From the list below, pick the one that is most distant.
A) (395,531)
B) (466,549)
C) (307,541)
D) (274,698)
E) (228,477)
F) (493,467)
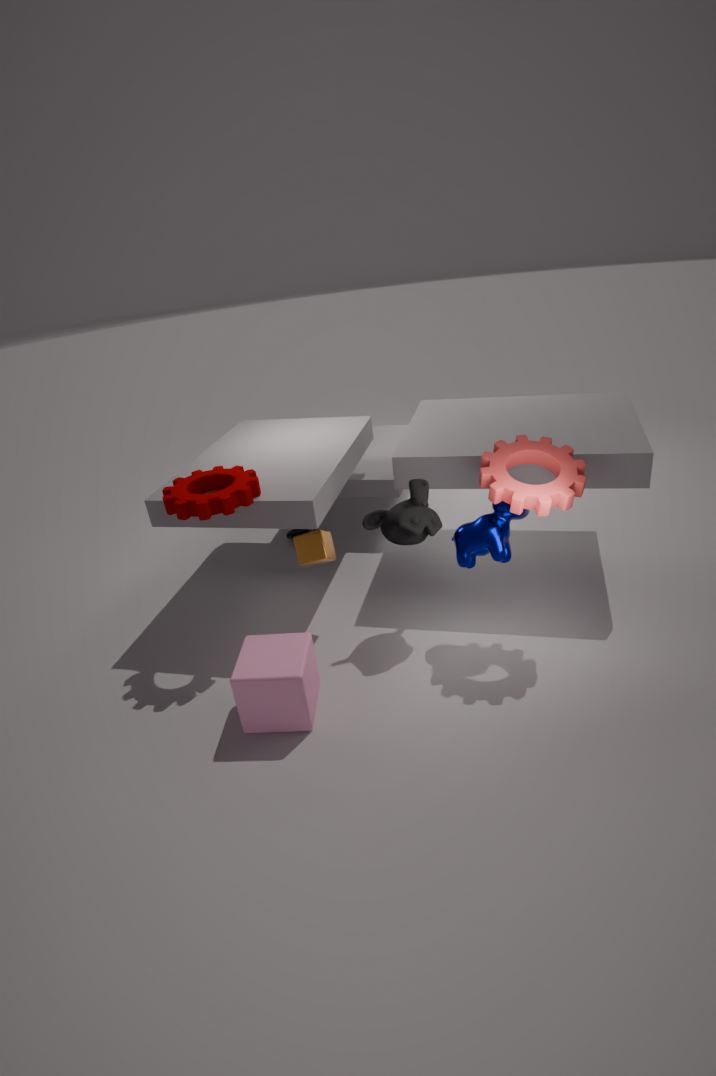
(307,541)
